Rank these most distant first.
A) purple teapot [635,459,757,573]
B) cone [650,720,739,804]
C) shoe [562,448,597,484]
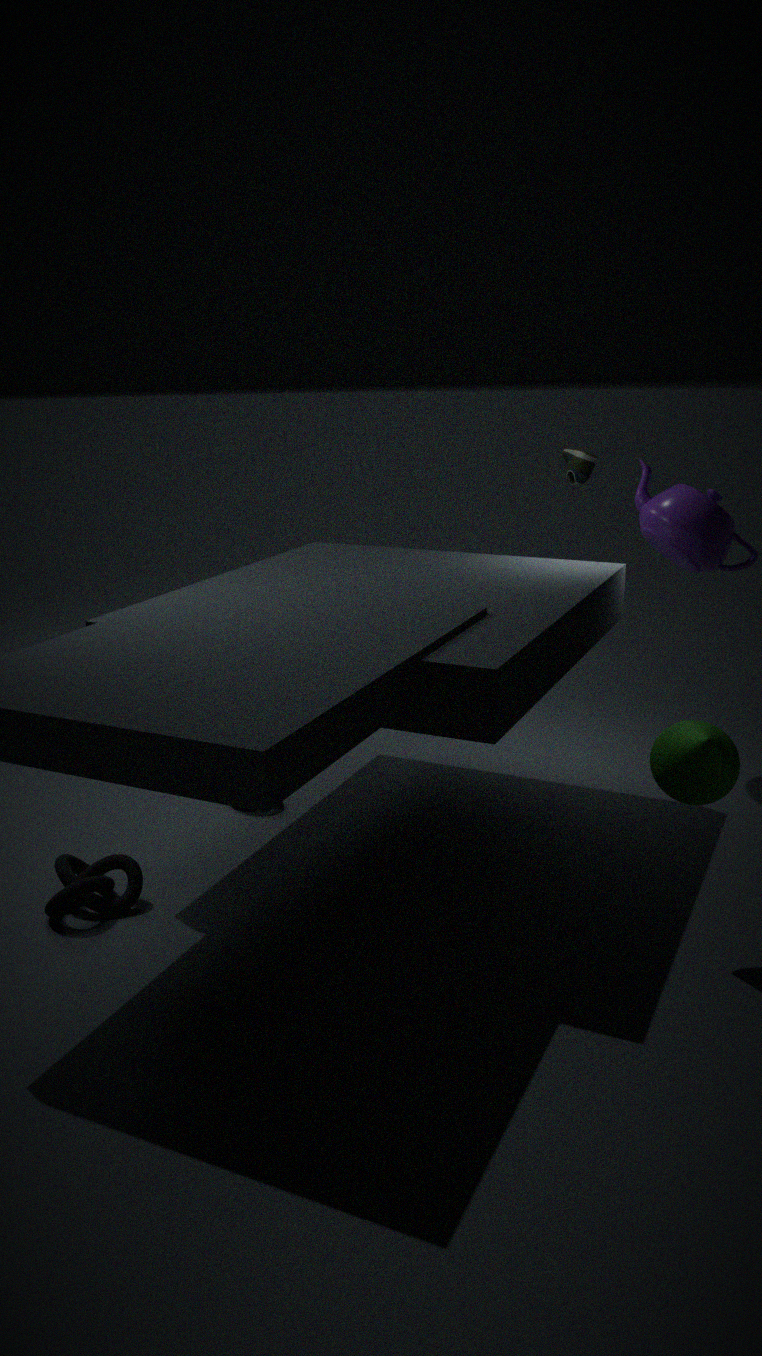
shoe [562,448,597,484]
purple teapot [635,459,757,573]
cone [650,720,739,804]
